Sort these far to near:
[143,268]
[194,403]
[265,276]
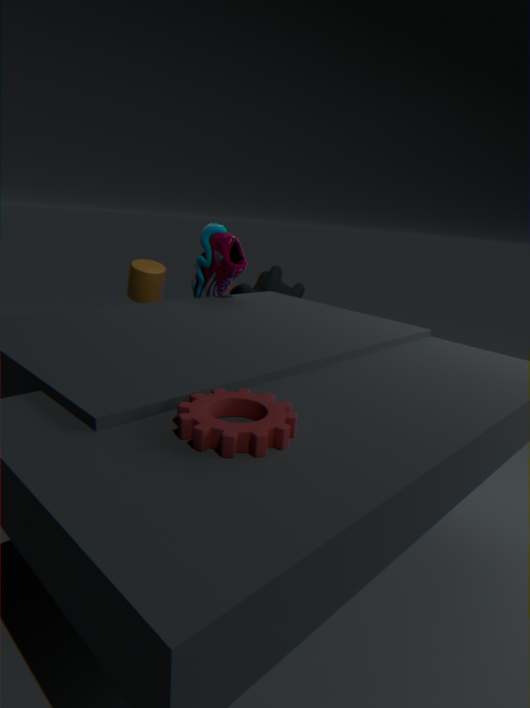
[265,276] → [143,268] → [194,403]
